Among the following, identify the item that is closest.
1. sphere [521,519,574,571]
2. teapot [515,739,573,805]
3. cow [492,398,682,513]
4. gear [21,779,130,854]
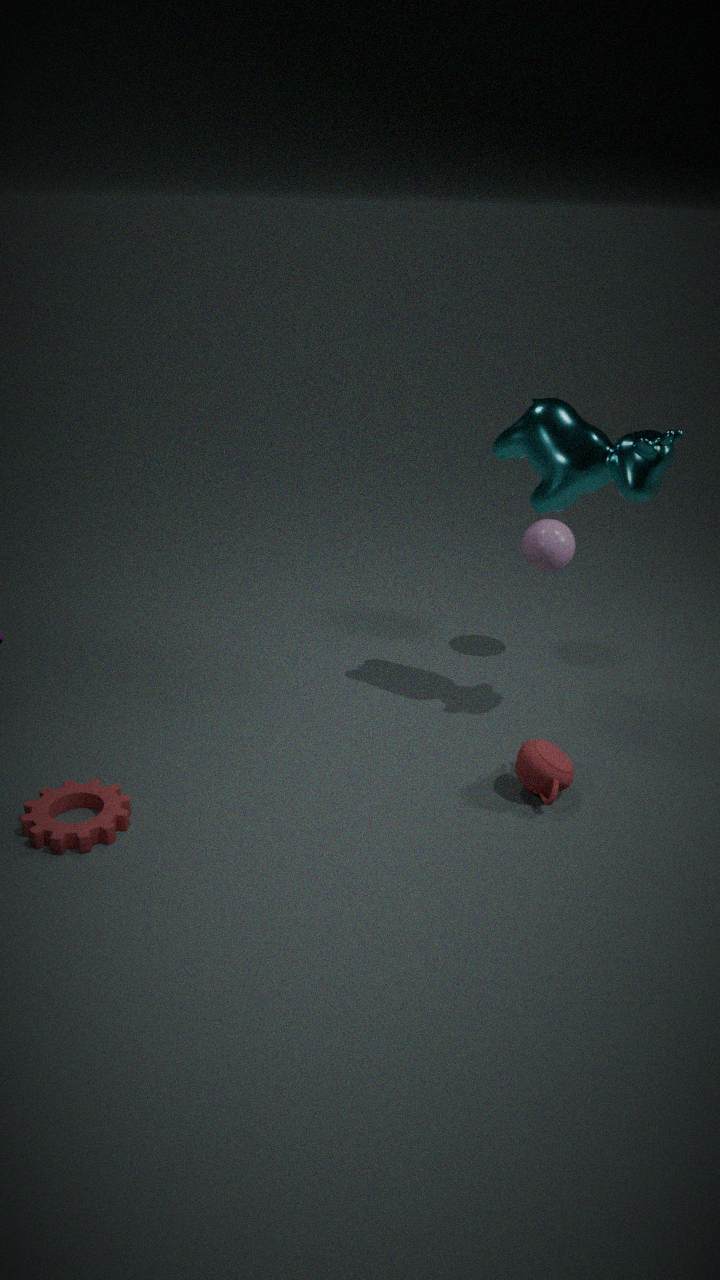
gear [21,779,130,854]
